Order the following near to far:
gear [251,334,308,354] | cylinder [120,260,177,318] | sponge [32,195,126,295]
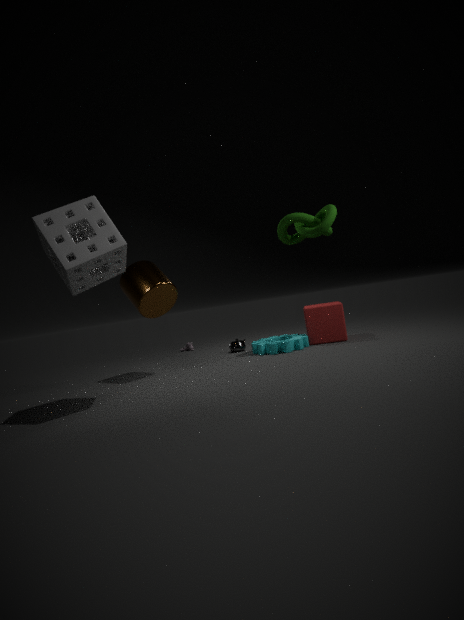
sponge [32,195,126,295] → cylinder [120,260,177,318] → gear [251,334,308,354]
